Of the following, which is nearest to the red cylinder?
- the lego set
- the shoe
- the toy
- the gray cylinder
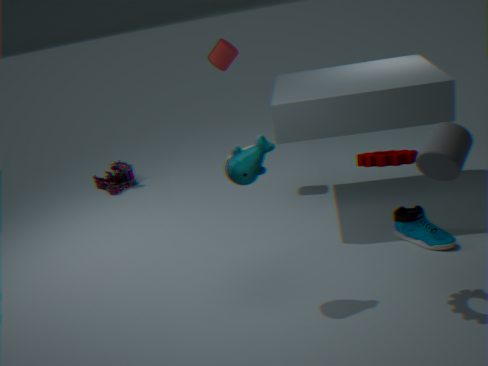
the lego set
